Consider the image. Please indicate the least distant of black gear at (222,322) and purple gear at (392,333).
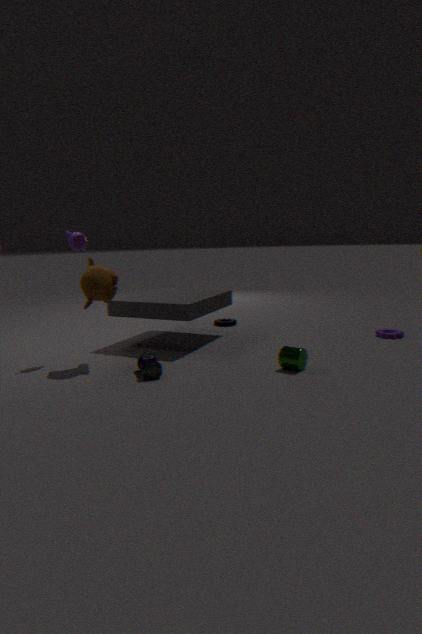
purple gear at (392,333)
